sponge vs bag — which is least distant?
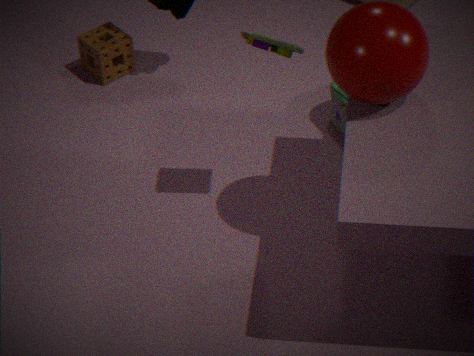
bag
